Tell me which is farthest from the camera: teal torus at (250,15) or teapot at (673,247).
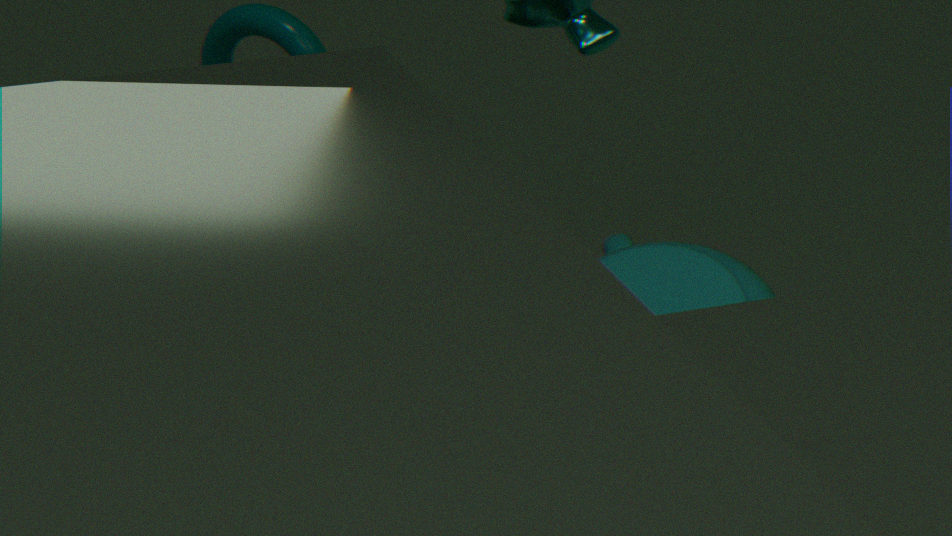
teal torus at (250,15)
